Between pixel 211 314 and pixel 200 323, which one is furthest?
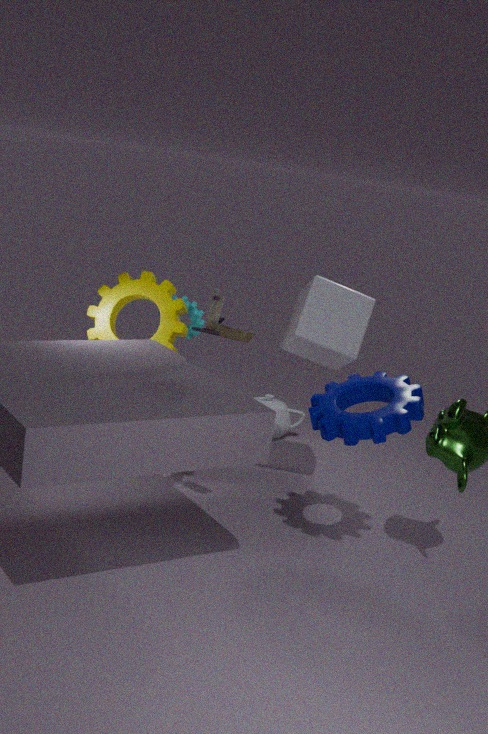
pixel 200 323
